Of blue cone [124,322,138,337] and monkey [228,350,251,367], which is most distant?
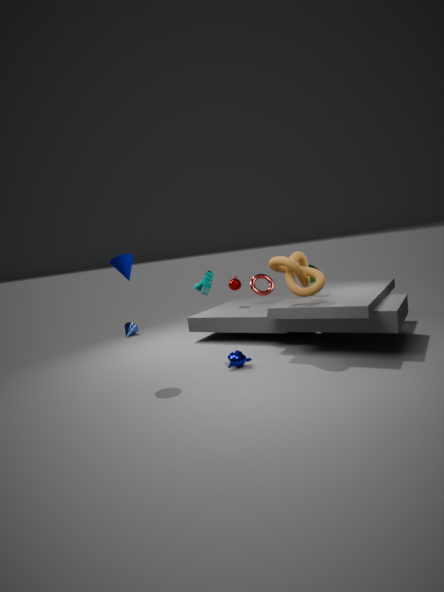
blue cone [124,322,138,337]
